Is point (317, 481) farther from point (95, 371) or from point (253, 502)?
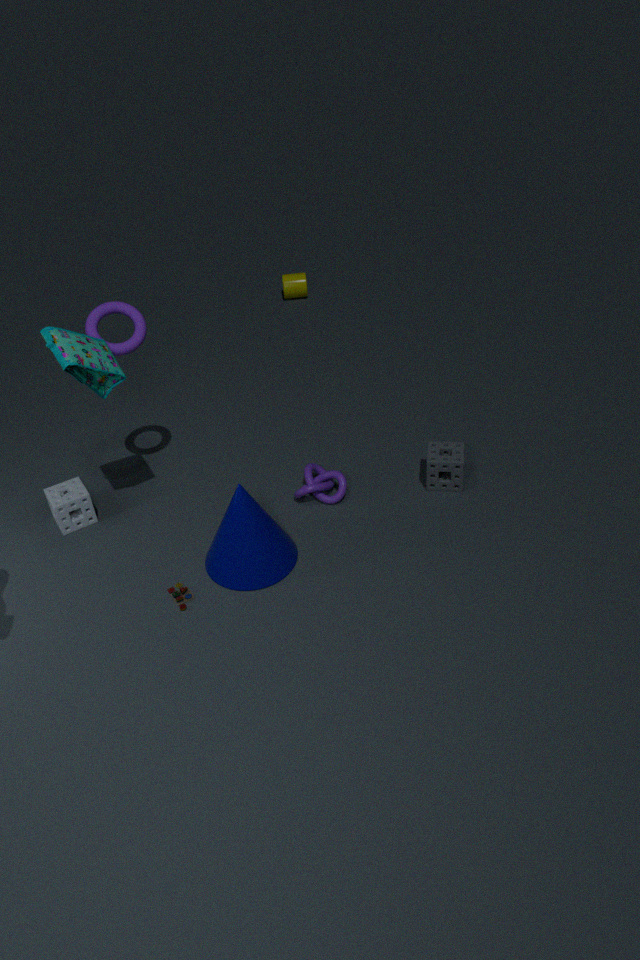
point (95, 371)
